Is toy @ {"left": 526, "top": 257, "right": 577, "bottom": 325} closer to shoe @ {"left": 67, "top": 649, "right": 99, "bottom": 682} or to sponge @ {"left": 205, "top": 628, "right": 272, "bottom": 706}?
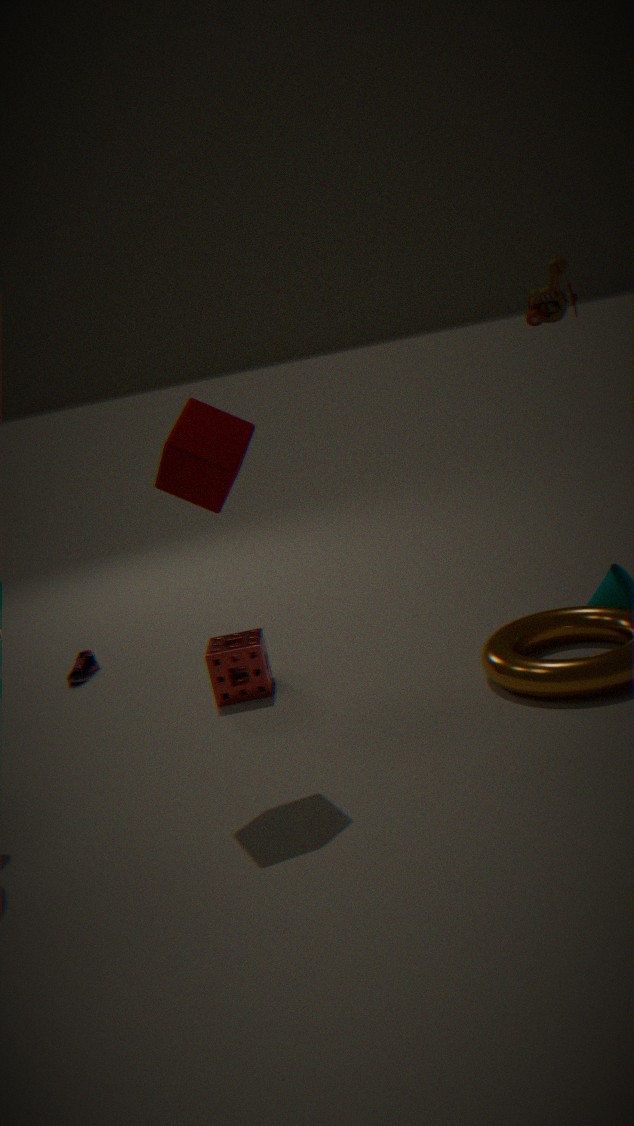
sponge @ {"left": 205, "top": 628, "right": 272, "bottom": 706}
